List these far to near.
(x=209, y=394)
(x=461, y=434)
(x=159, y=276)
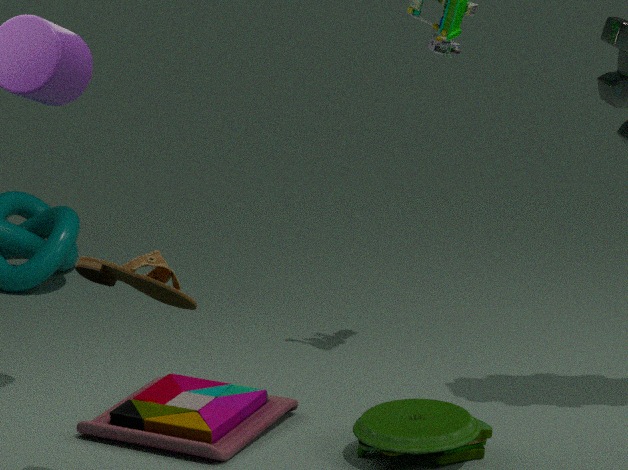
(x=209, y=394)
(x=461, y=434)
(x=159, y=276)
